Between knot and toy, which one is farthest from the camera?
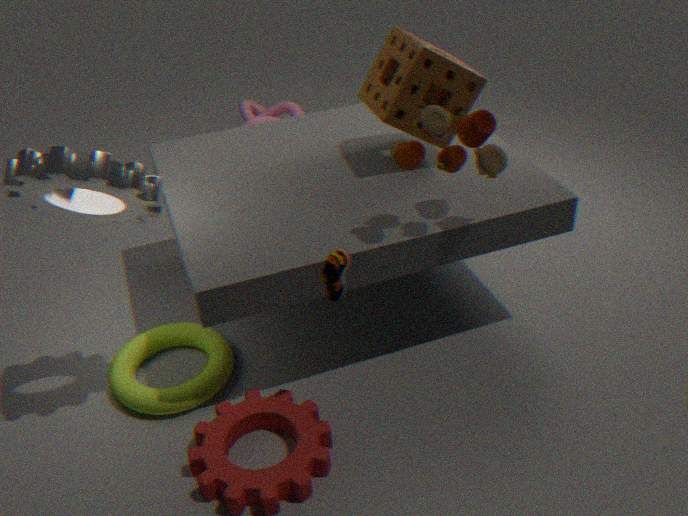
knot
